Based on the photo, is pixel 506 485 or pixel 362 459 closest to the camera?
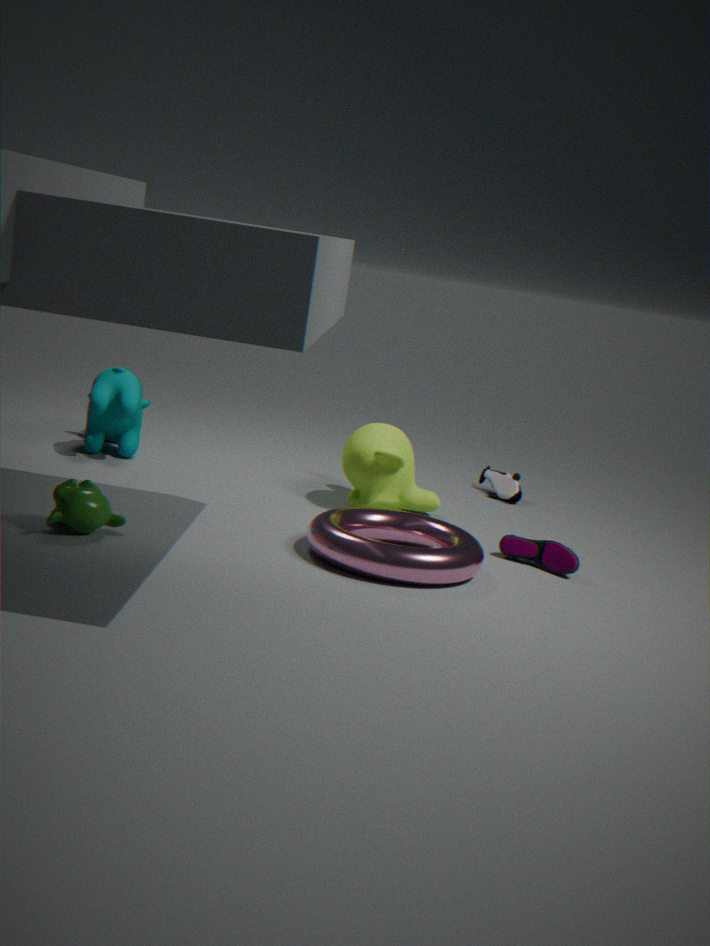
pixel 362 459
